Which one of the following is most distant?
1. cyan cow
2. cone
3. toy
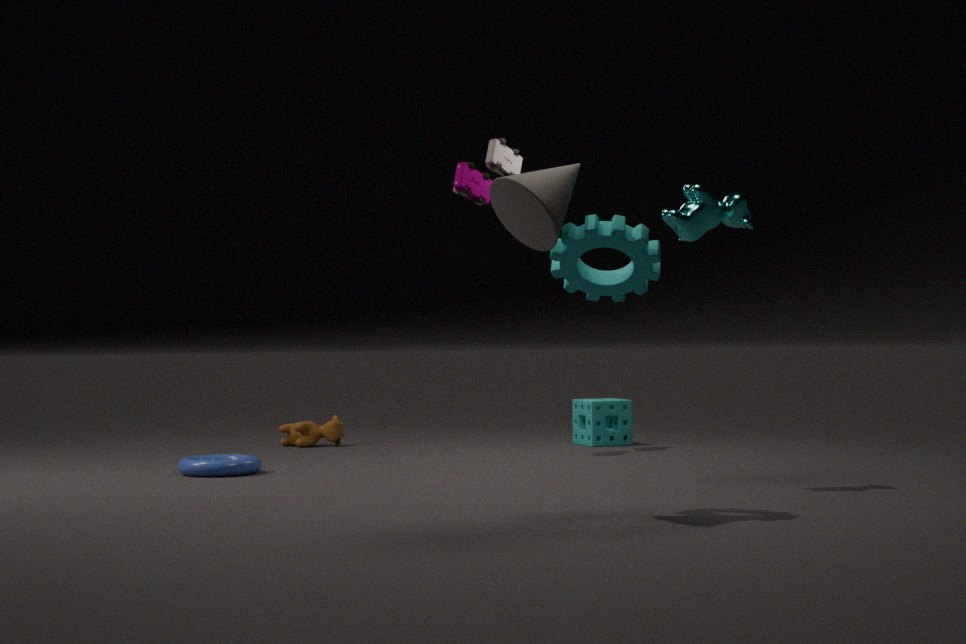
toy
